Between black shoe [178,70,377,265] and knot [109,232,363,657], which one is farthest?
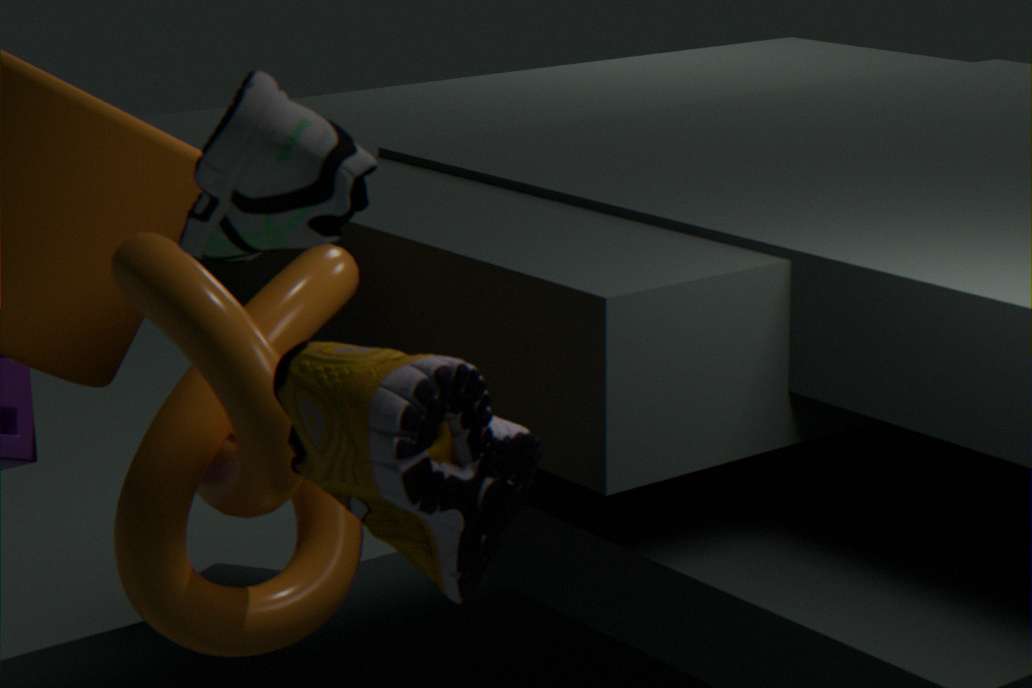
knot [109,232,363,657]
